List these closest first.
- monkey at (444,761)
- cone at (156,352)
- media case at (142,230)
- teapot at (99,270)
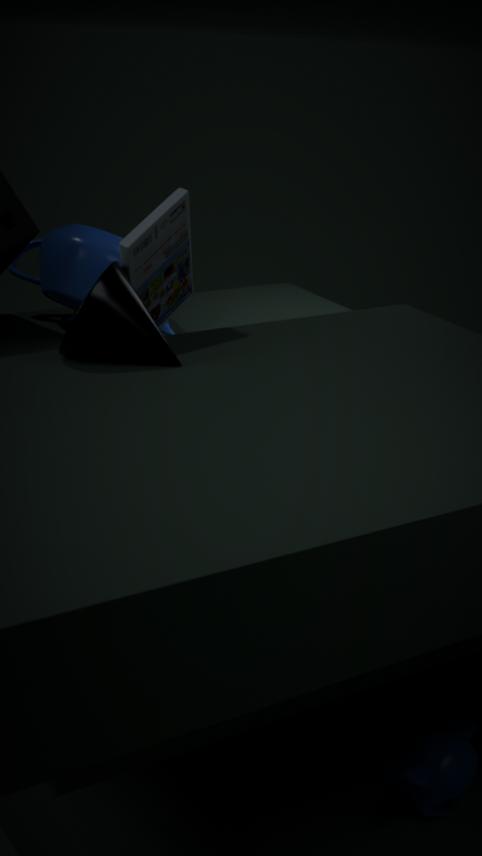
cone at (156,352) < monkey at (444,761) < media case at (142,230) < teapot at (99,270)
